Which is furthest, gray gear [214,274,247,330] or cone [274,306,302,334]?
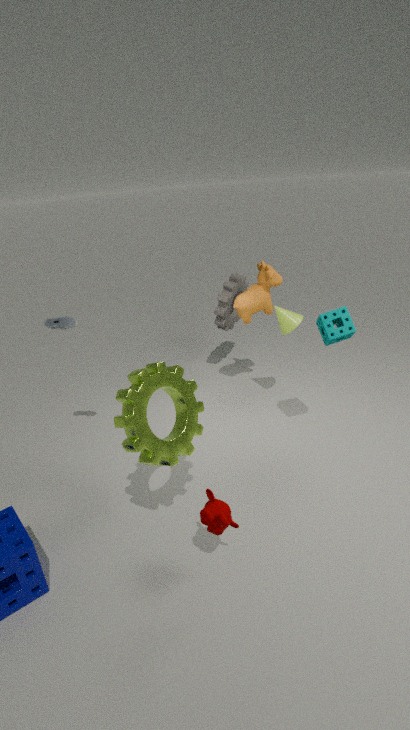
gray gear [214,274,247,330]
